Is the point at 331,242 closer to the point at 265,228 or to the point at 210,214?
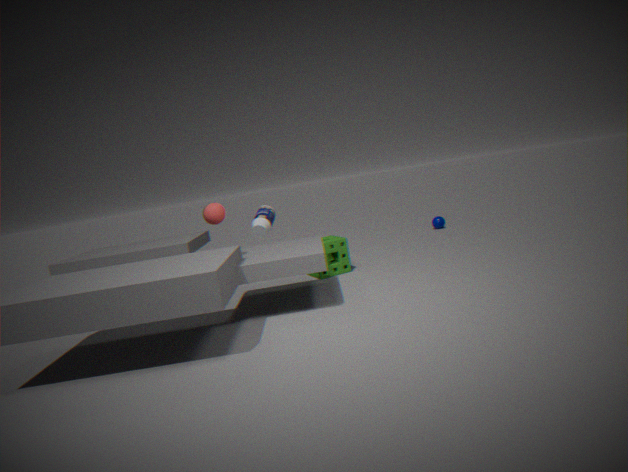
the point at 265,228
